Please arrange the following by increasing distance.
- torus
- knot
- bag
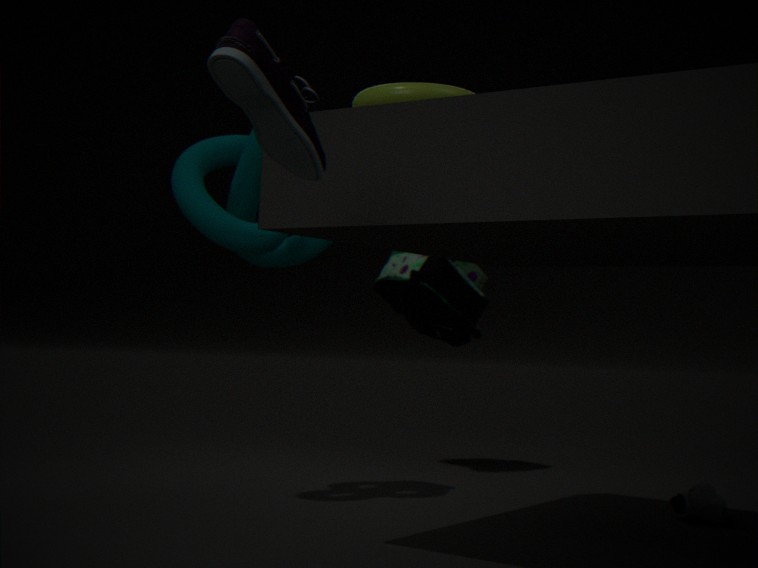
torus < knot < bag
